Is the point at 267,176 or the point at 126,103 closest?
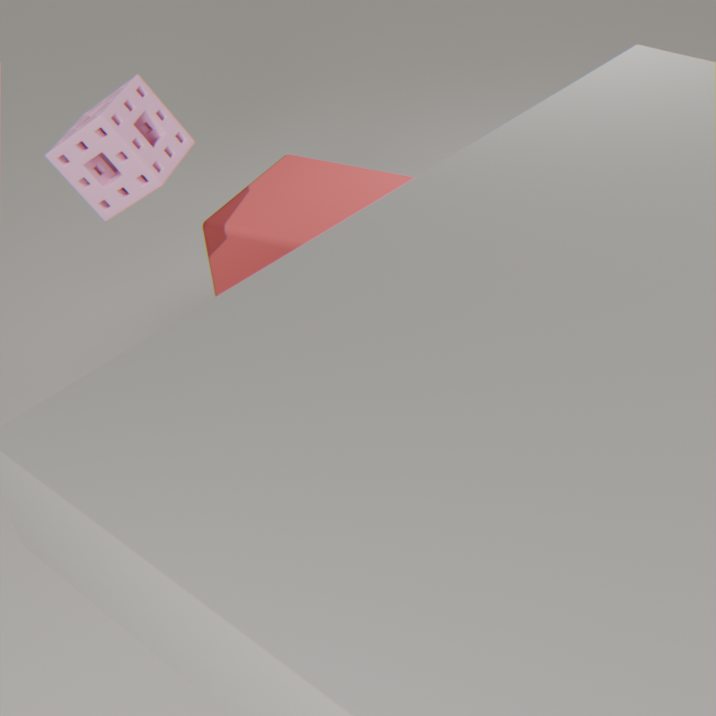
the point at 126,103
